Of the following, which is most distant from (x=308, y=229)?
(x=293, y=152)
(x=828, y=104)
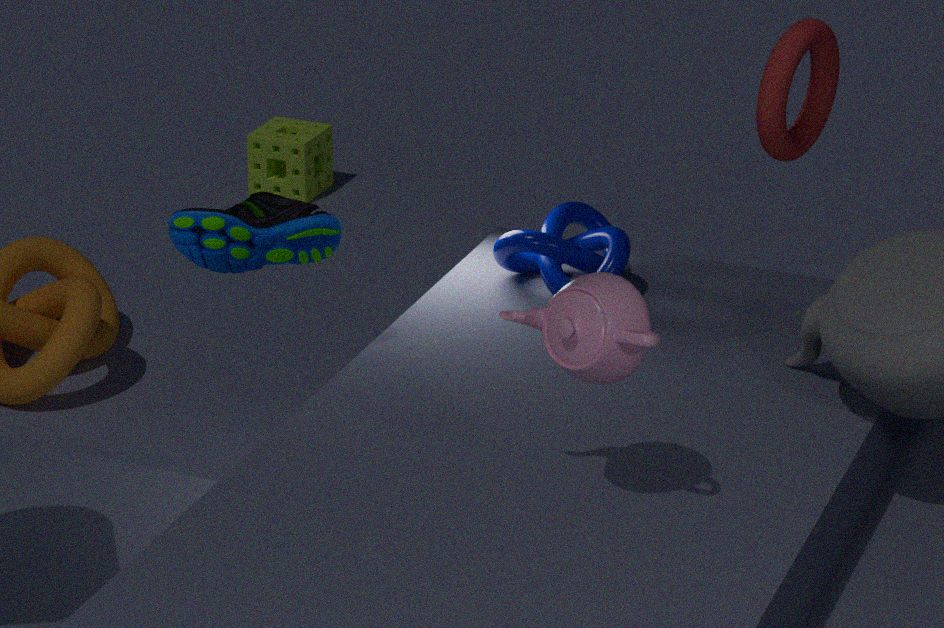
(x=293, y=152)
